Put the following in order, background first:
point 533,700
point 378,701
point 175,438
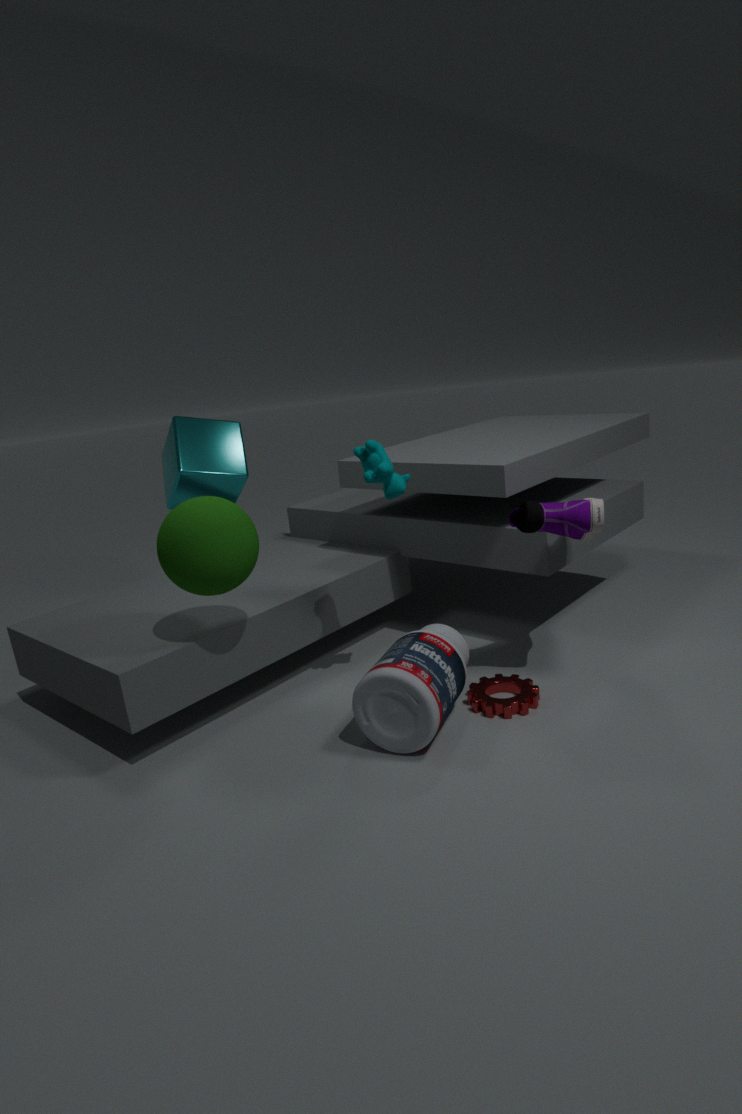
point 175,438 < point 533,700 < point 378,701
